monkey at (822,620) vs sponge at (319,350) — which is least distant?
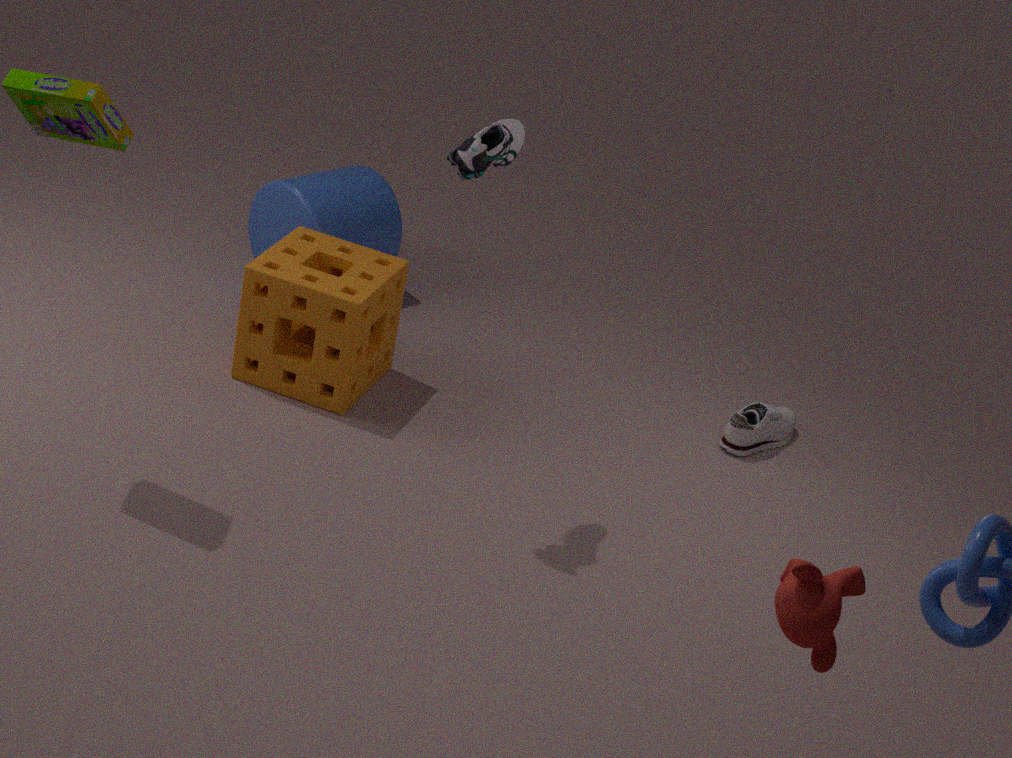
monkey at (822,620)
